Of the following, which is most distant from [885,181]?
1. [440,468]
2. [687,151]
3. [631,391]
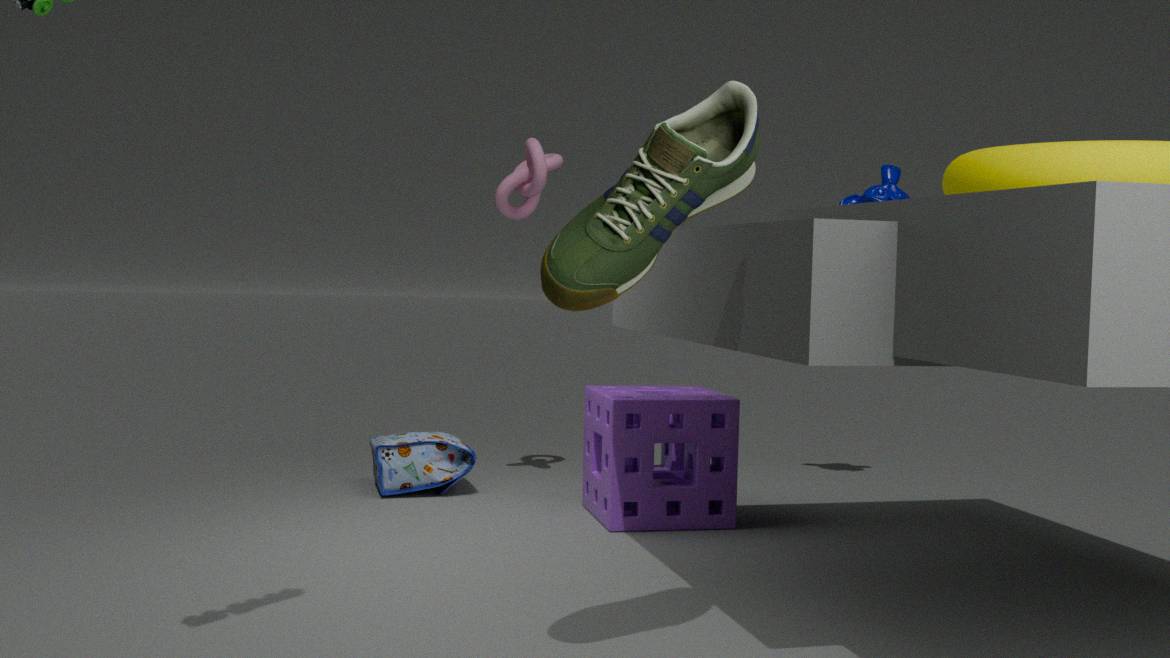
Result: [687,151]
